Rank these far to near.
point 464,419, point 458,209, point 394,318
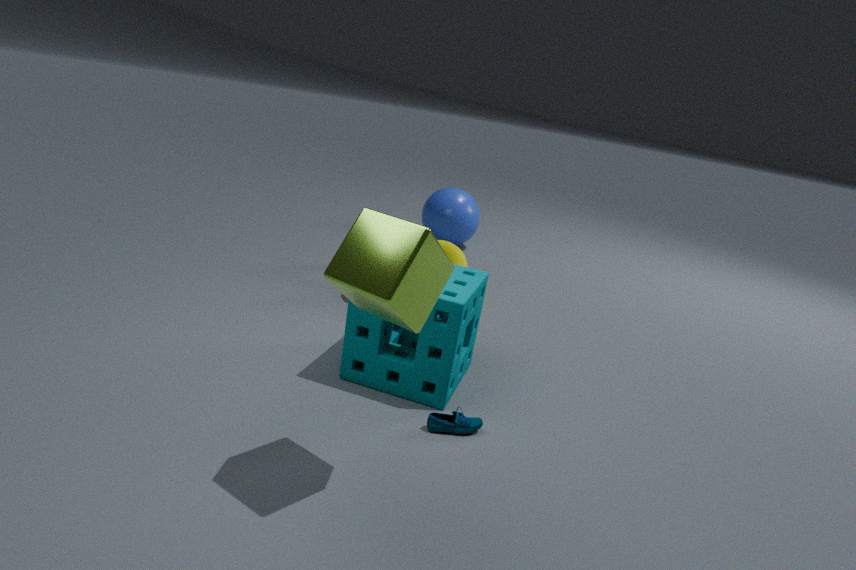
point 458,209 < point 464,419 < point 394,318
